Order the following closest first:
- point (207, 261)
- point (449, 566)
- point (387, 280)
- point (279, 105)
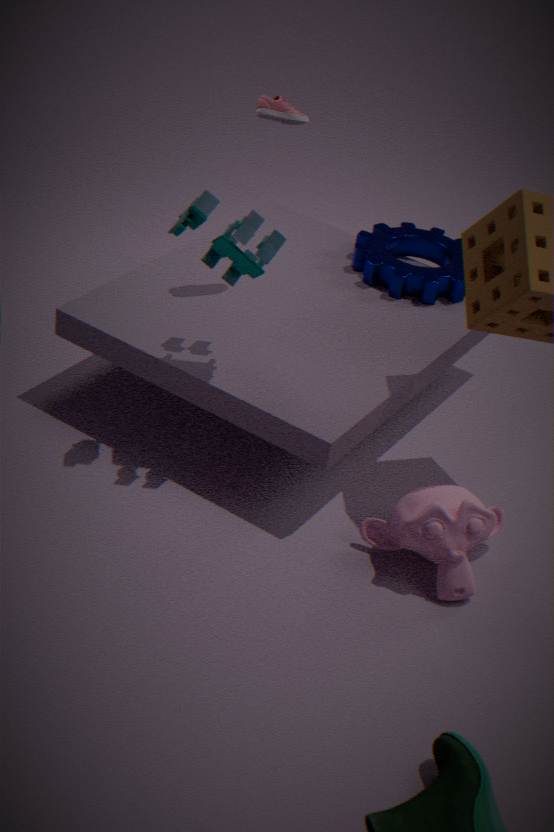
1. point (449, 566)
2. point (207, 261)
3. point (279, 105)
4. point (387, 280)
